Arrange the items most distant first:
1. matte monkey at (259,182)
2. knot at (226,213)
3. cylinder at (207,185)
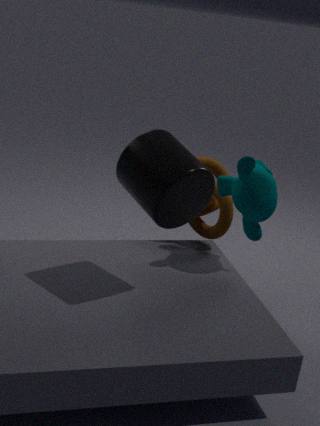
knot at (226,213) < matte monkey at (259,182) < cylinder at (207,185)
